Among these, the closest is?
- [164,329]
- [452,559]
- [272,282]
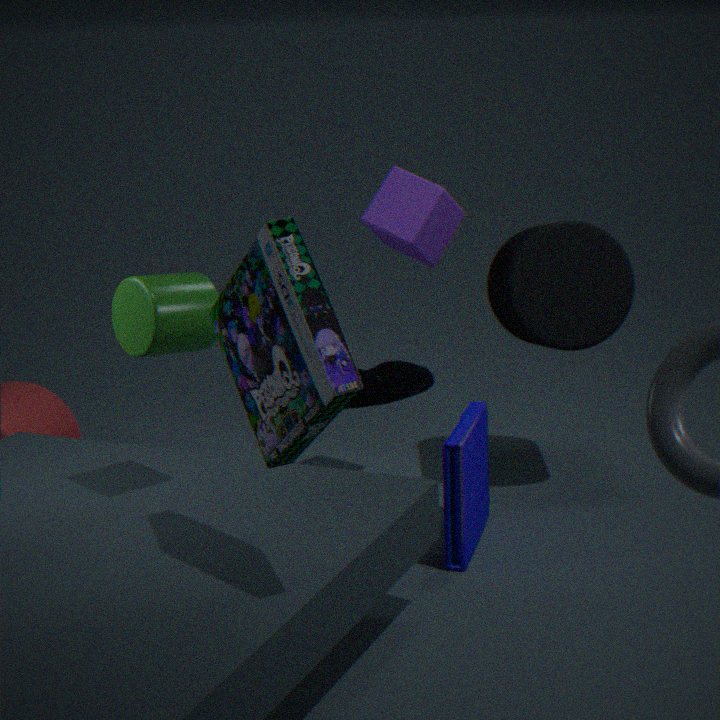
[272,282]
